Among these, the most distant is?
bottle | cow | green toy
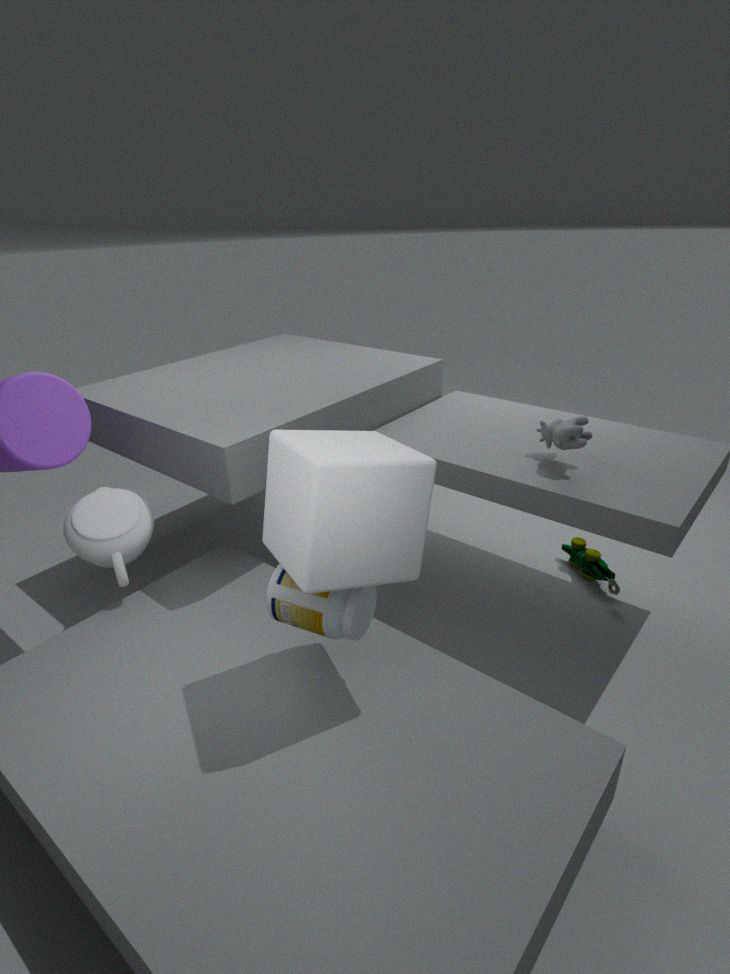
green toy
